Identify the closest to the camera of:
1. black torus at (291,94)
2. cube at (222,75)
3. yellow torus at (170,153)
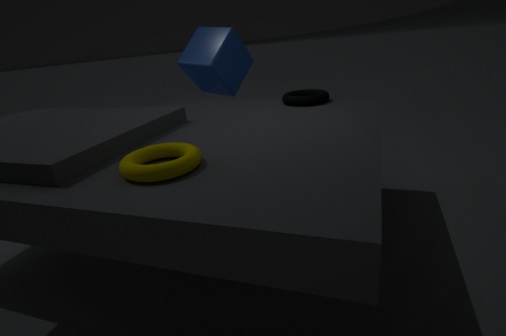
yellow torus at (170,153)
